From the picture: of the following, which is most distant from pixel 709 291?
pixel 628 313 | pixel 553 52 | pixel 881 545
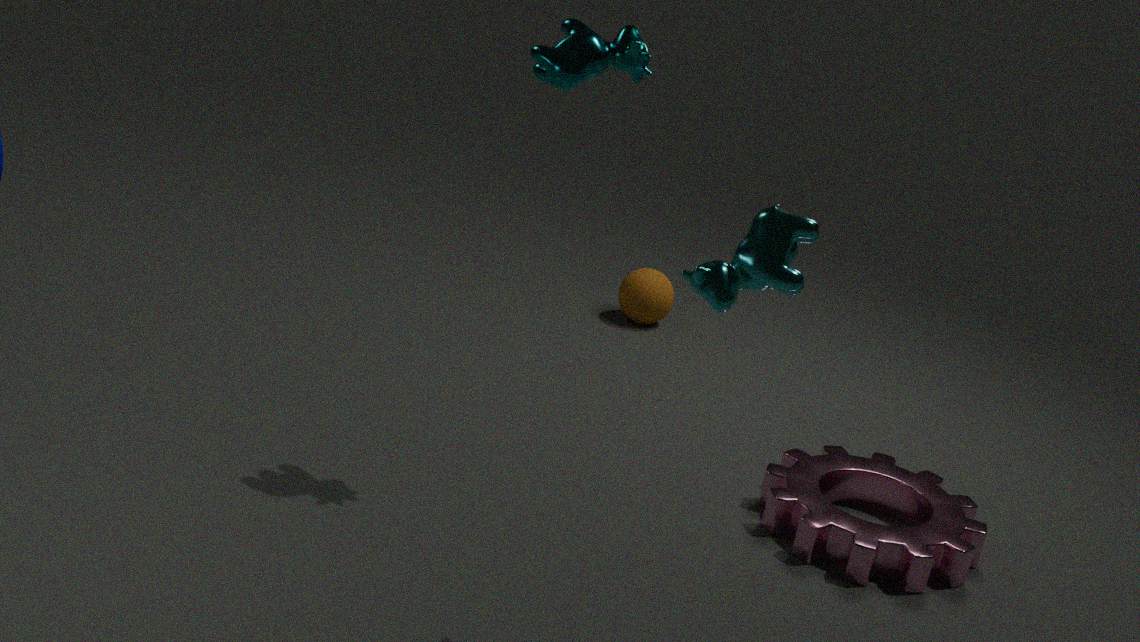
pixel 628 313
